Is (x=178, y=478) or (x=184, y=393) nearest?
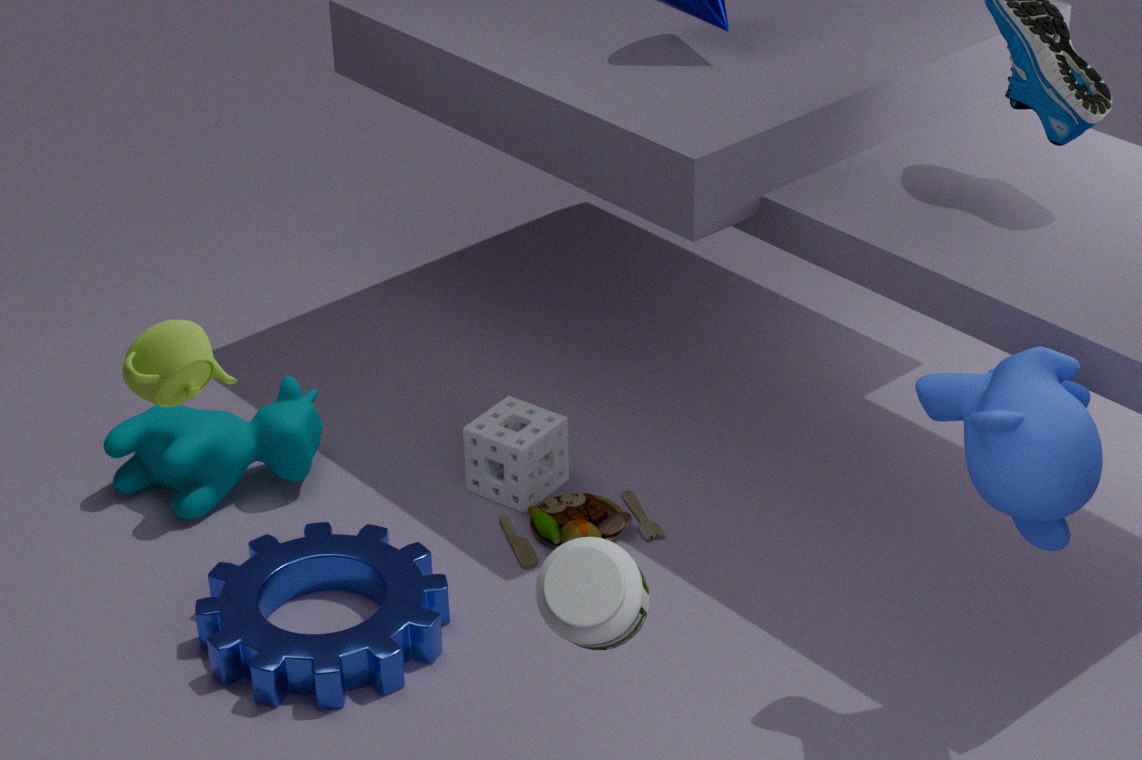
(x=184, y=393)
